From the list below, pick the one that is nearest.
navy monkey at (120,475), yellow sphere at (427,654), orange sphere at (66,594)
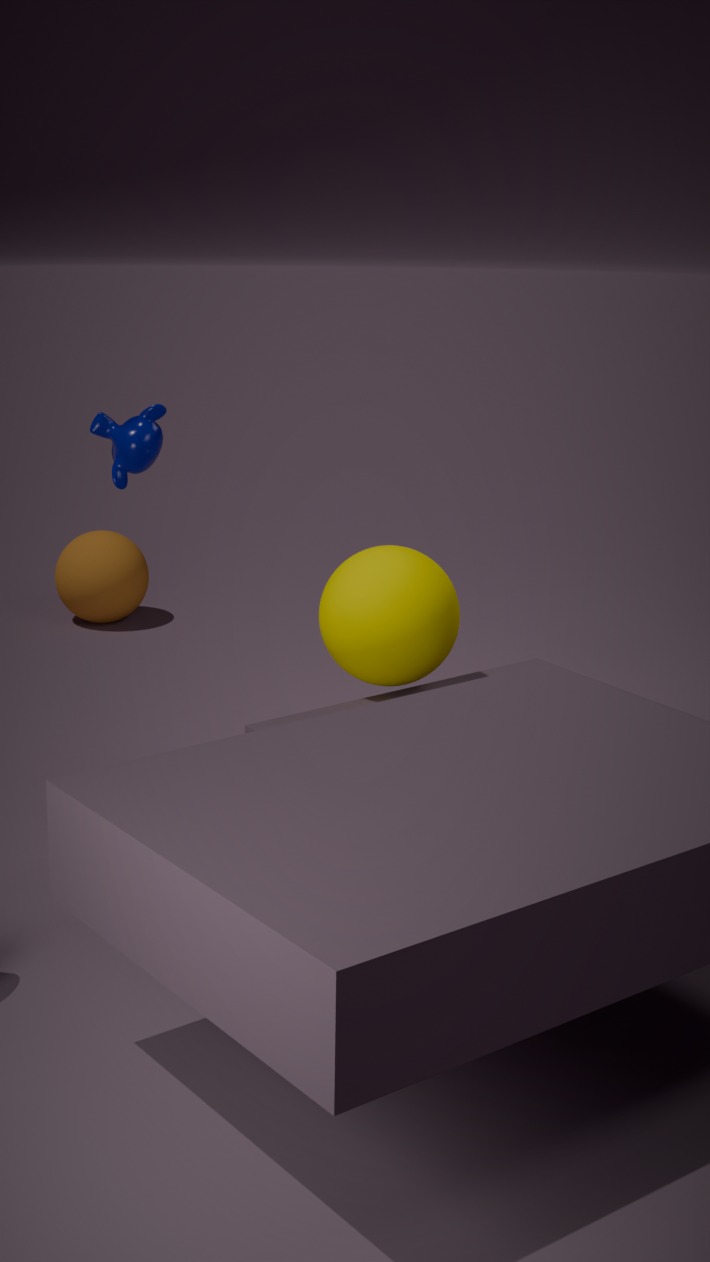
yellow sphere at (427,654)
